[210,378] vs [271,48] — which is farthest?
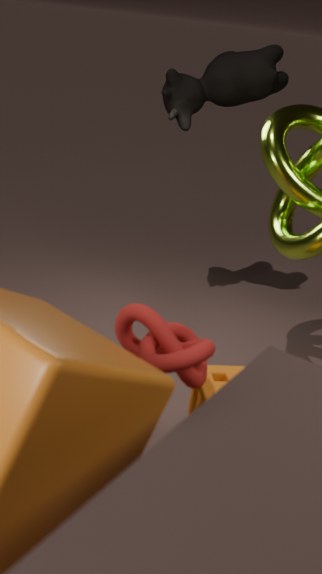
[271,48]
